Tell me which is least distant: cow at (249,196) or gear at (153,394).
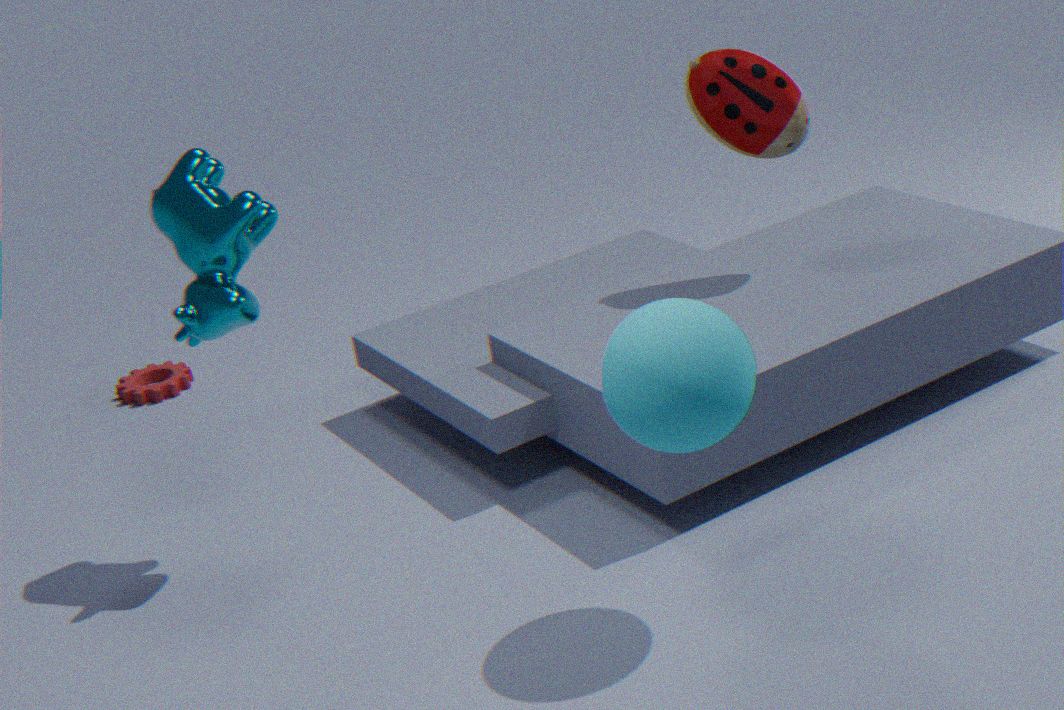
cow at (249,196)
